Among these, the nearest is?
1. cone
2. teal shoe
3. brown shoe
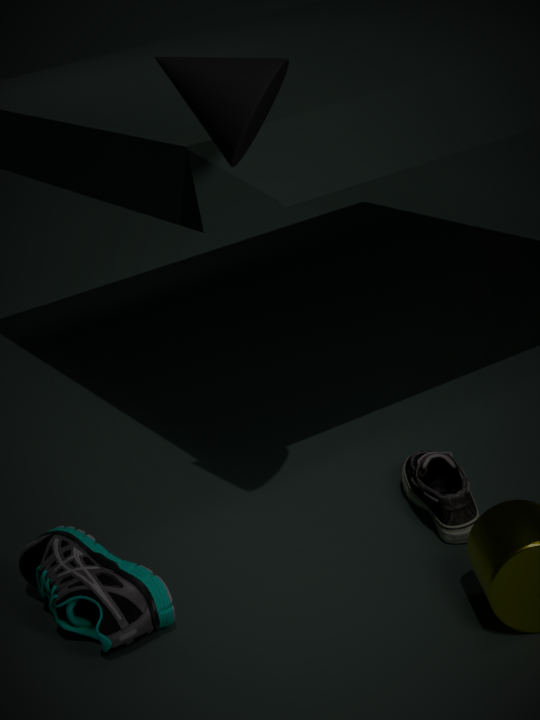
cone
